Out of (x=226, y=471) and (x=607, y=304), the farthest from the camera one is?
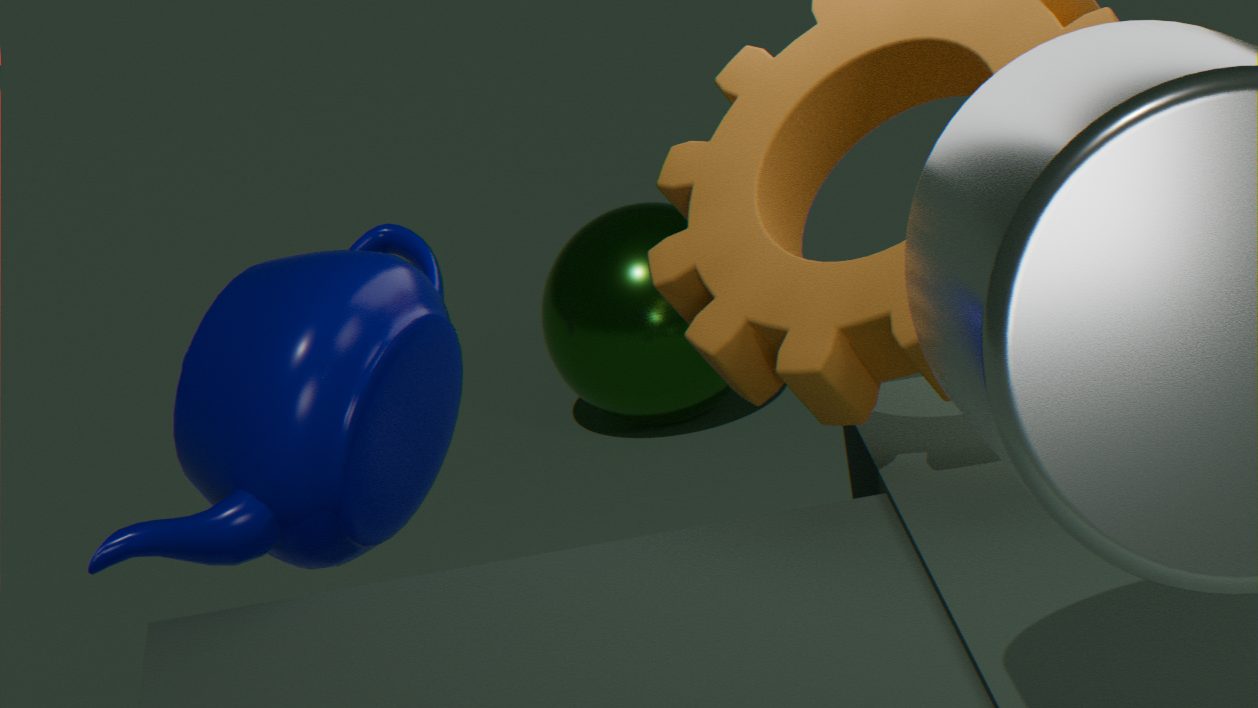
(x=607, y=304)
